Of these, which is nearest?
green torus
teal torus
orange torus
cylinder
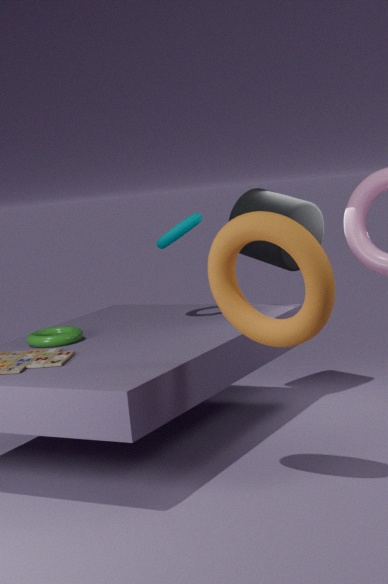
orange torus
